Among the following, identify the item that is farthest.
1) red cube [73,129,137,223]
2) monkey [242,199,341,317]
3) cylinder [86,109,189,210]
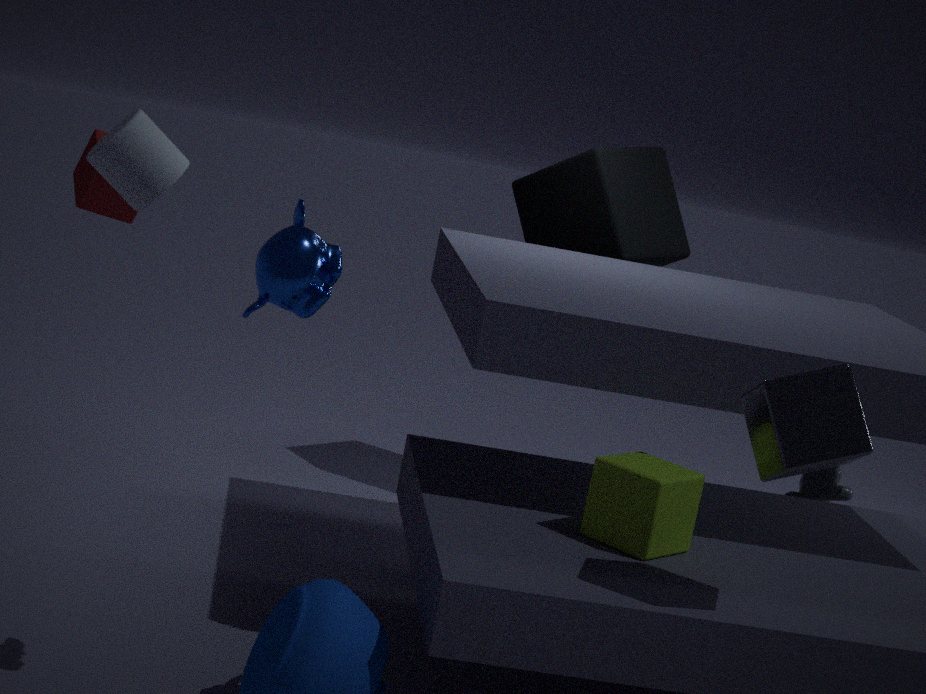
1. red cube [73,129,137,223]
